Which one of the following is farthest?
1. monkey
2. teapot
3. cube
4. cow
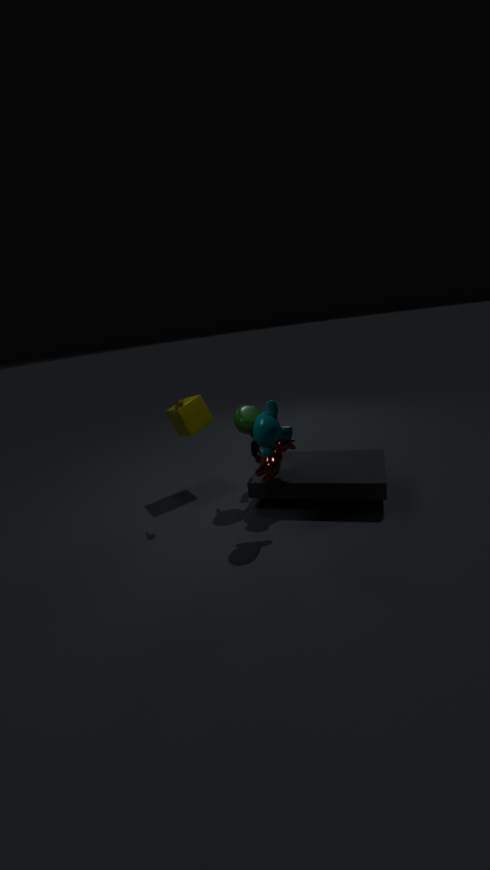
cube
